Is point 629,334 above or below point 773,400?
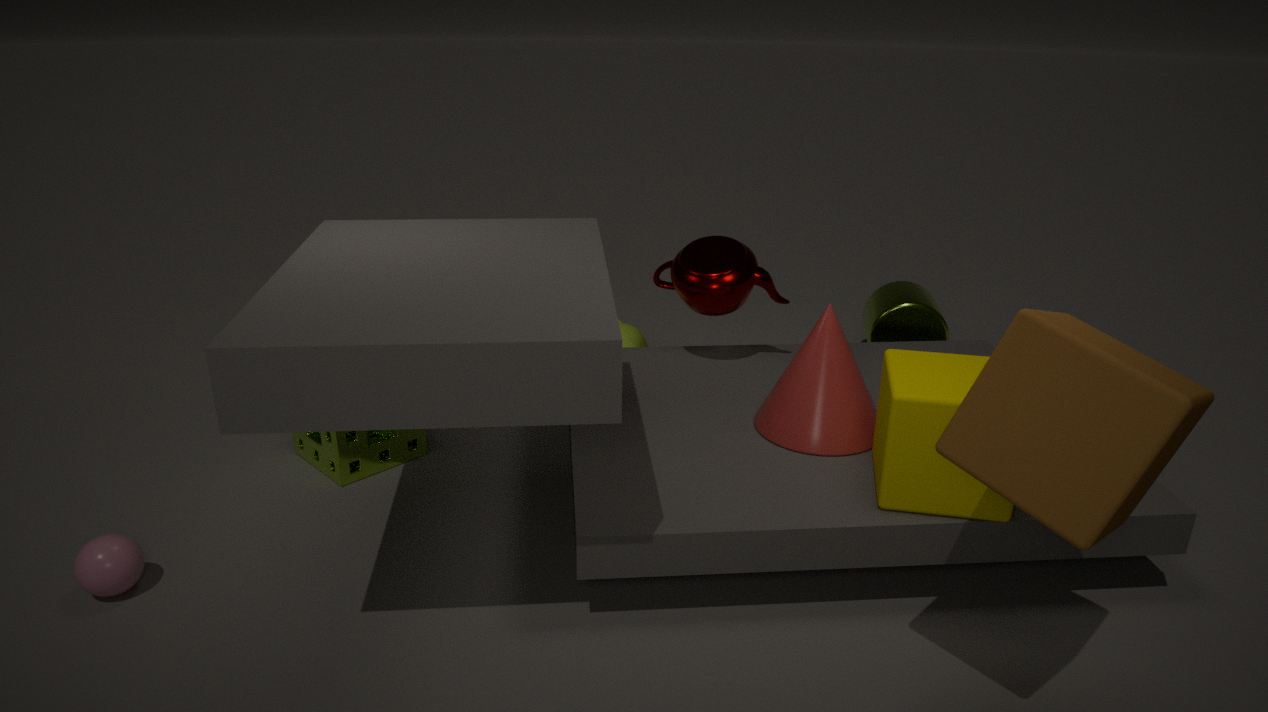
below
